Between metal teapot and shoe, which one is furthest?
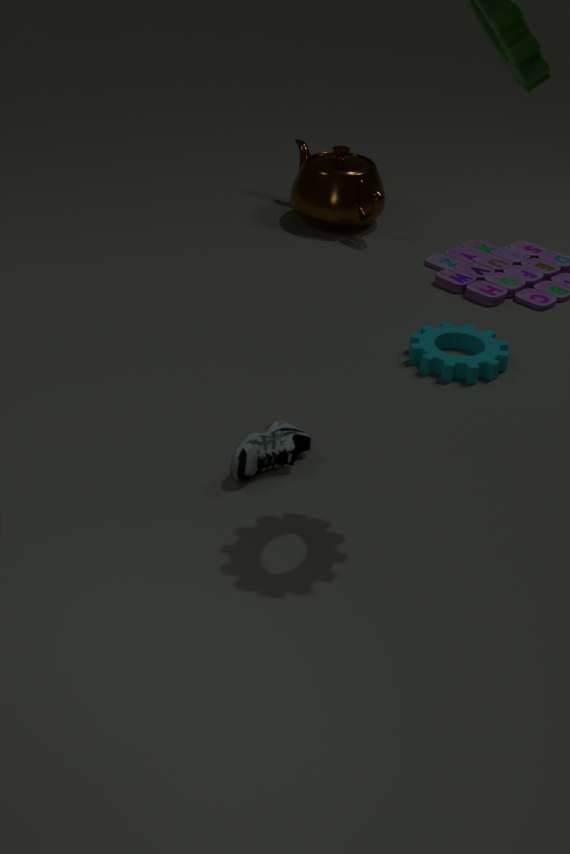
metal teapot
